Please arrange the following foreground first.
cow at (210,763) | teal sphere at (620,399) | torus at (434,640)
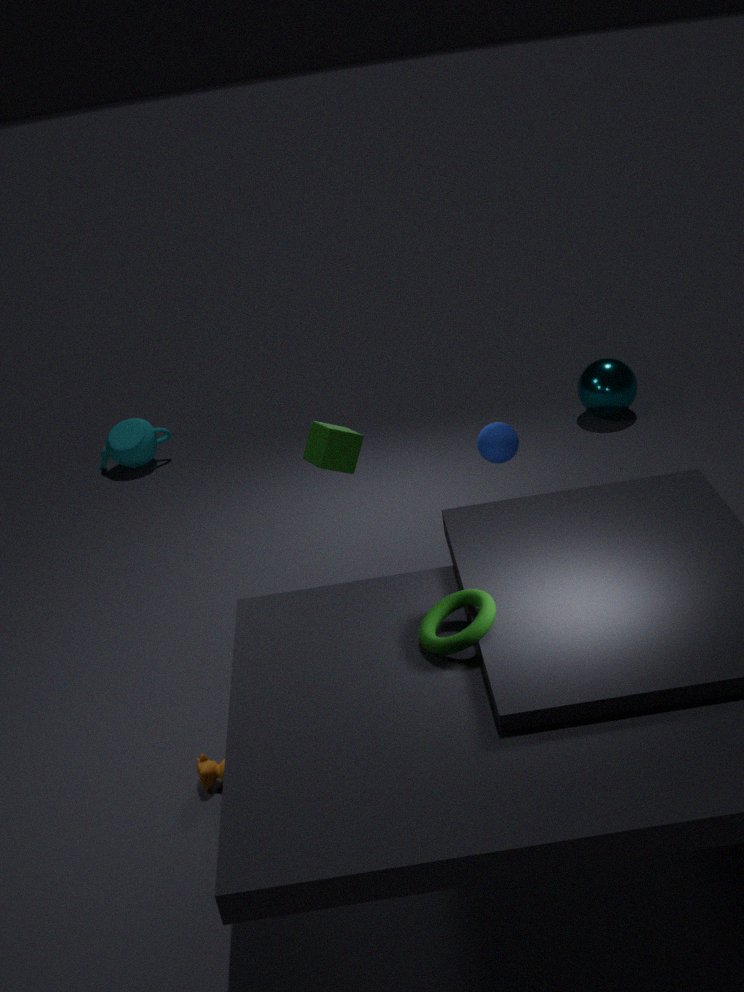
torus at (434,640), cow at (210,763), teal sphere at (620,399)
